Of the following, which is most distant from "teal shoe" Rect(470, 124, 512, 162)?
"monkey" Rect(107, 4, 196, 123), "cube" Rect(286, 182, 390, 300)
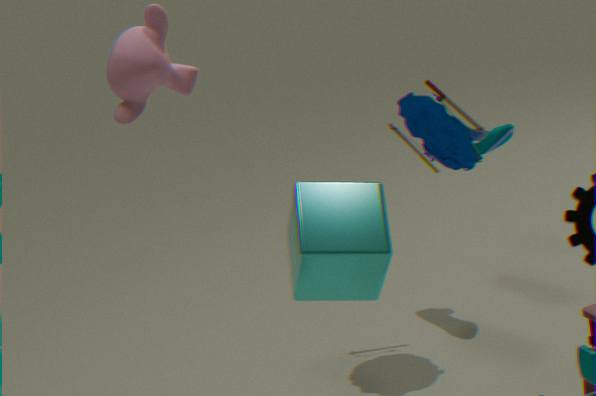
"monkey" Rect(107, 4, 196, 123)
